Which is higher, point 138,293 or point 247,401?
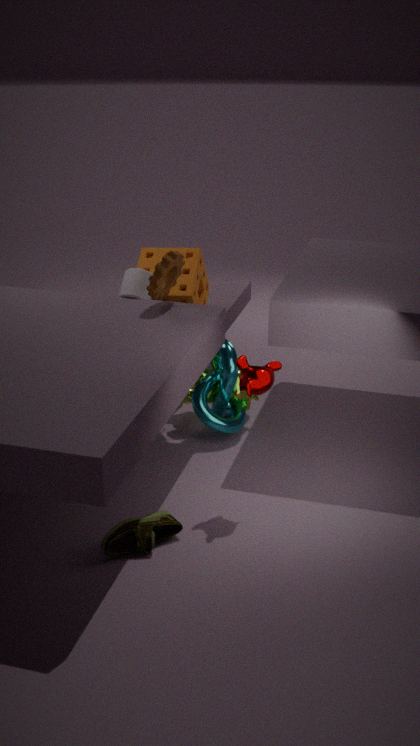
point 138,293
